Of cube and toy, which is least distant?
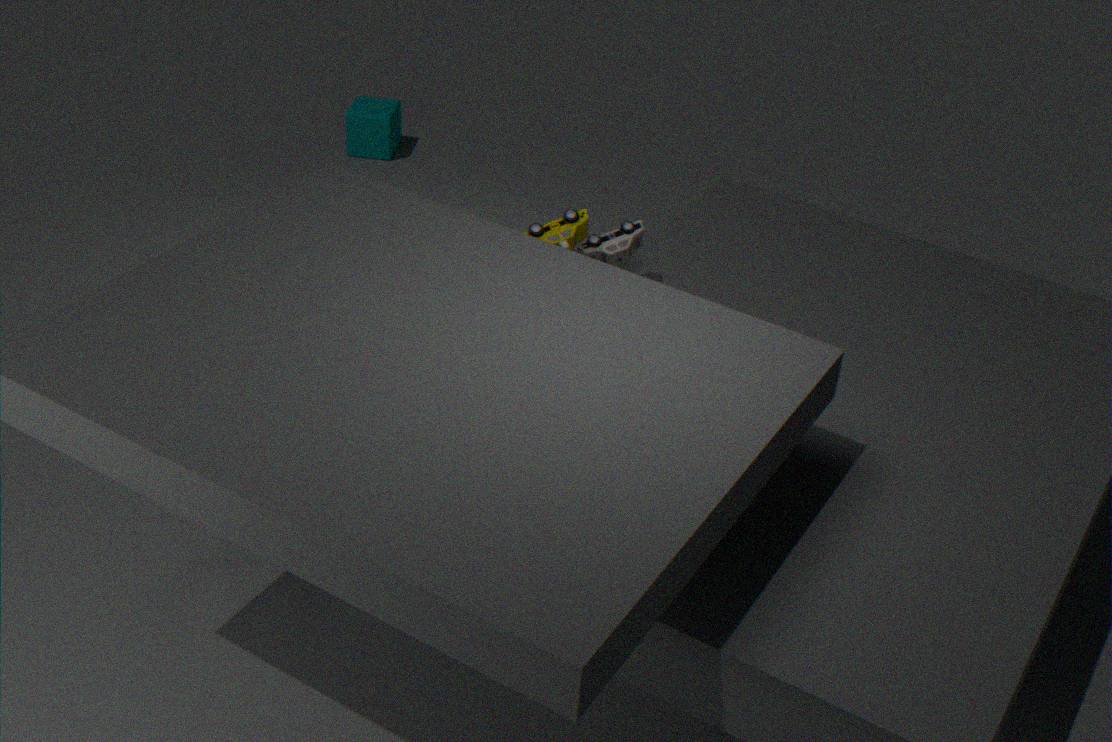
toy
